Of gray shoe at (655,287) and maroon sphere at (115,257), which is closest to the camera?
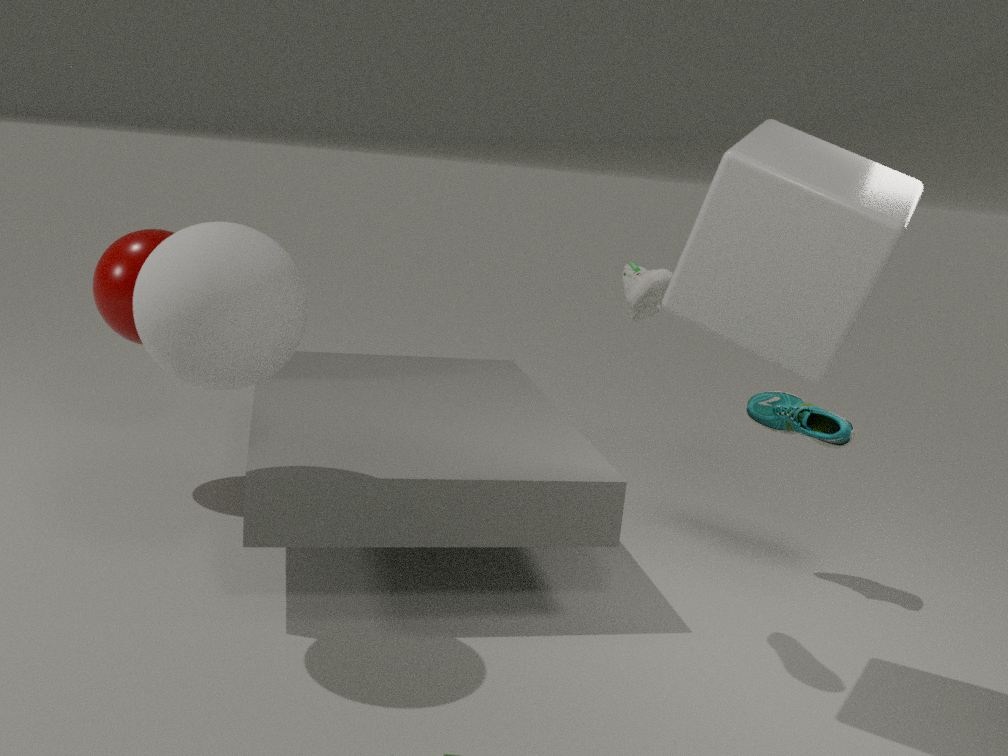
gray shoe at (655,287)
